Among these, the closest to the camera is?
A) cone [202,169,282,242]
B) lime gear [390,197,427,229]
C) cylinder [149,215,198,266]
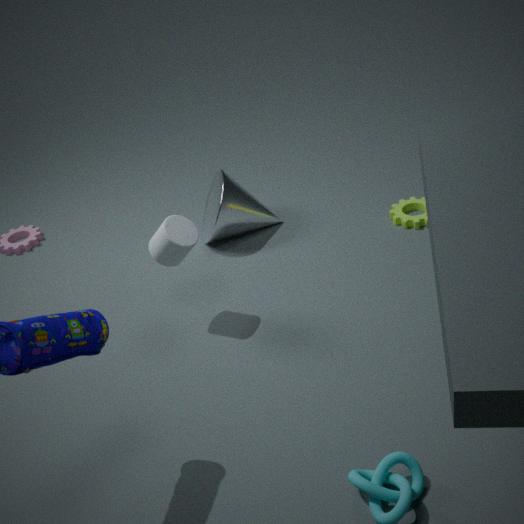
cylinder [149,215,198,266]
